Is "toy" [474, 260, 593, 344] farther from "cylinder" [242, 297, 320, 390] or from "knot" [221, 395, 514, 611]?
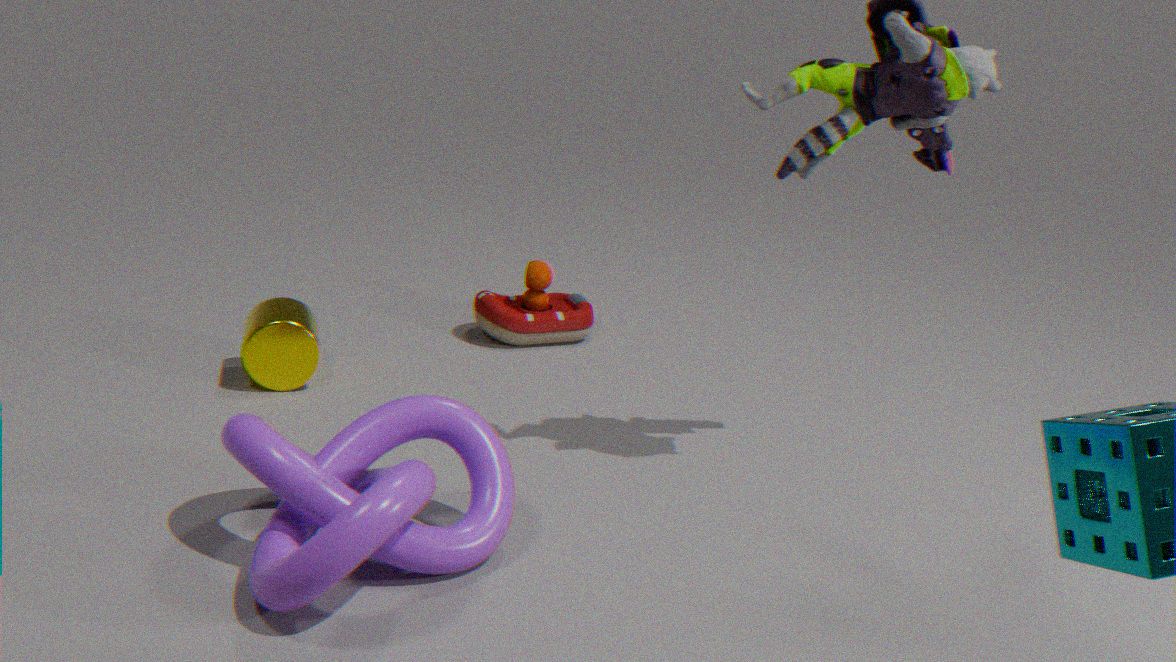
"knot" [221, 395, 514, 611]
